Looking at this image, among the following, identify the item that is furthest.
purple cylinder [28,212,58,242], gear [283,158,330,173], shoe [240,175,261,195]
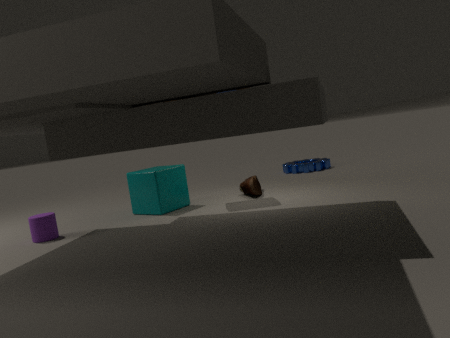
gear [283,158,330,173]
